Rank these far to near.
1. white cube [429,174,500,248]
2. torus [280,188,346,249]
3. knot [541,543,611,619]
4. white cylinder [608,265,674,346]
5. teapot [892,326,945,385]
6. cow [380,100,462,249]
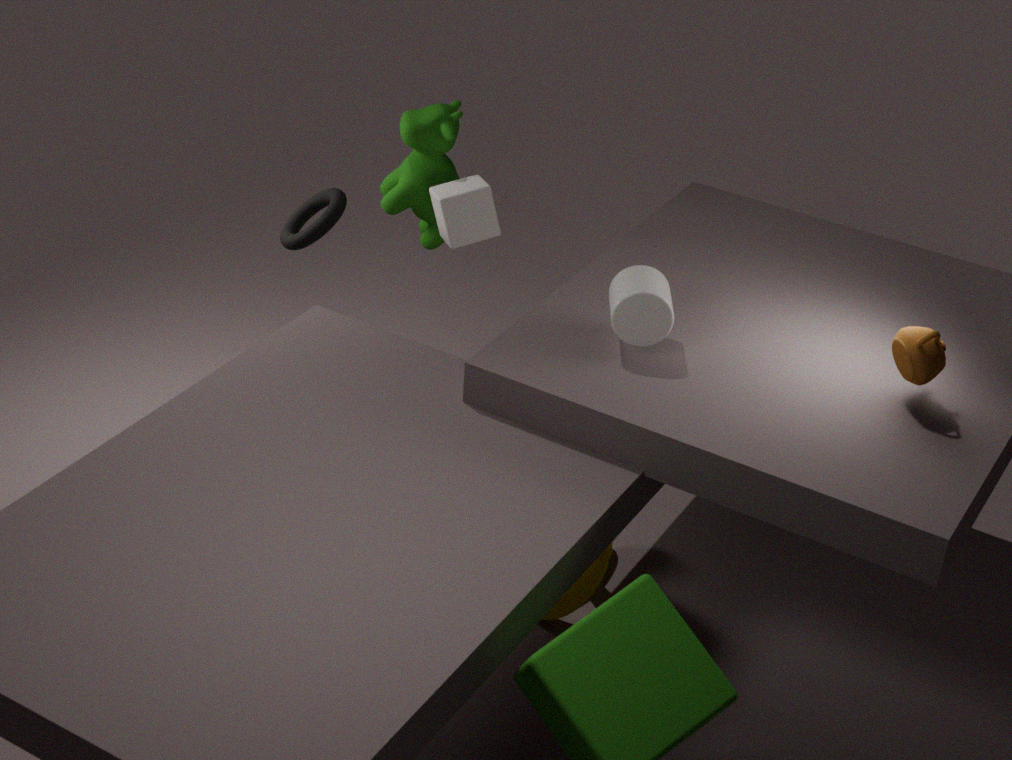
cow [380,100,462,249] < white cube [429,174,500,248] < torus [280,188,346,249] < knot [541,543,611,619] < white cylinder [608,265,674,346] < teapot [892,326,945,385]
